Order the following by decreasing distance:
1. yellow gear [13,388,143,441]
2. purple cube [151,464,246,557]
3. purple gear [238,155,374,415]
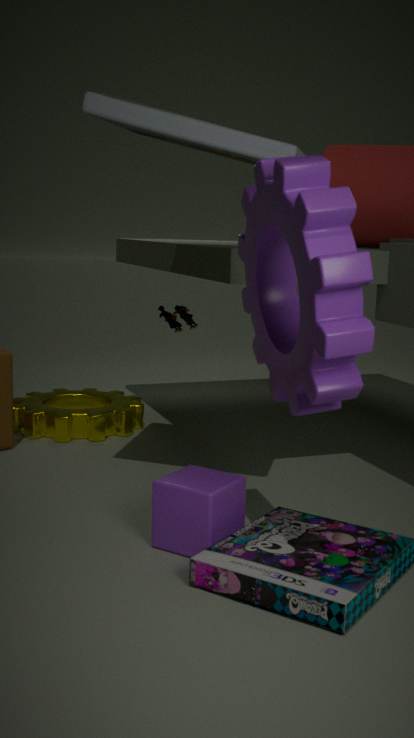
yellow gear [13,388,143,441] < purple cube [151,464,246,557] < purple gear [238,155,374,415]
